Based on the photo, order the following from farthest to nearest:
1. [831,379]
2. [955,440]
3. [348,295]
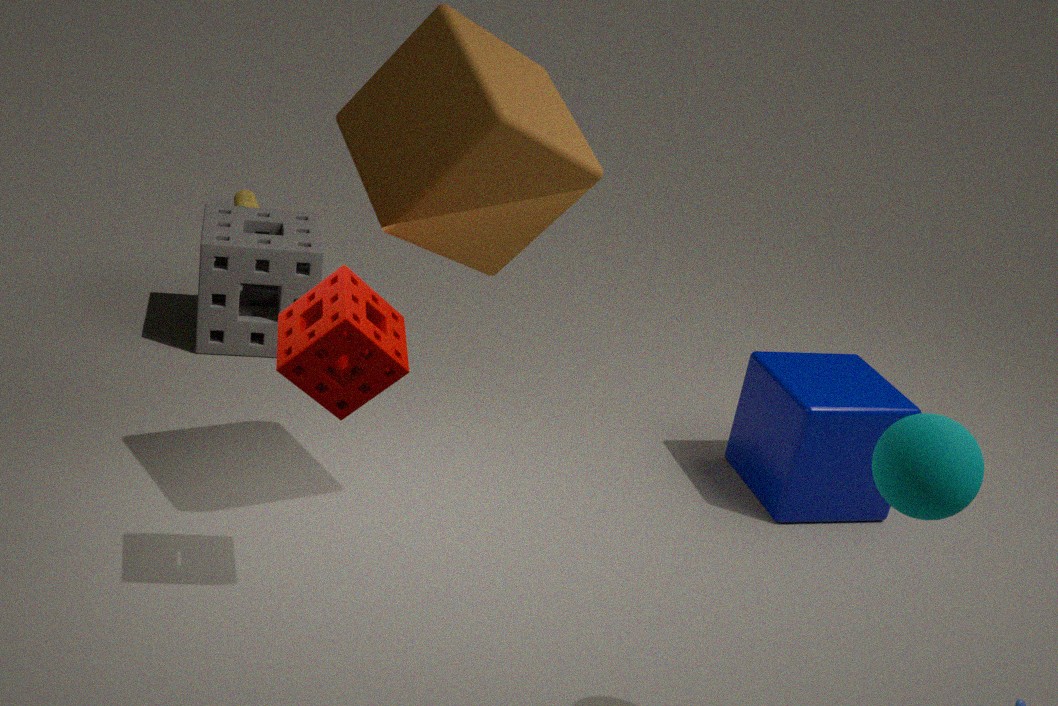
[831,379]
[348,295]
[955,440]
